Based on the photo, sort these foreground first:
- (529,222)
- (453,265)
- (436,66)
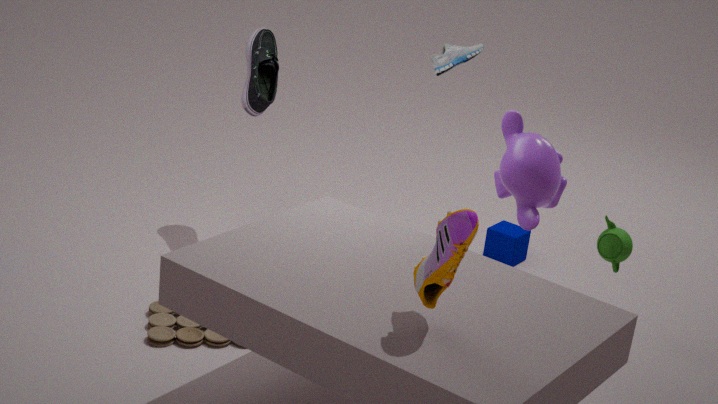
(453,265)
(529,222)
(436,66)
